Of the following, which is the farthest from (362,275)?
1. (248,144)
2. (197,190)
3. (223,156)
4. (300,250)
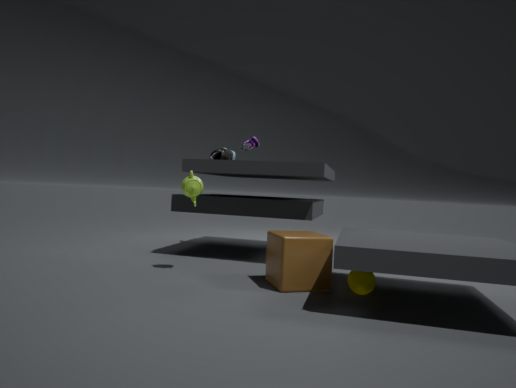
(248,144)
